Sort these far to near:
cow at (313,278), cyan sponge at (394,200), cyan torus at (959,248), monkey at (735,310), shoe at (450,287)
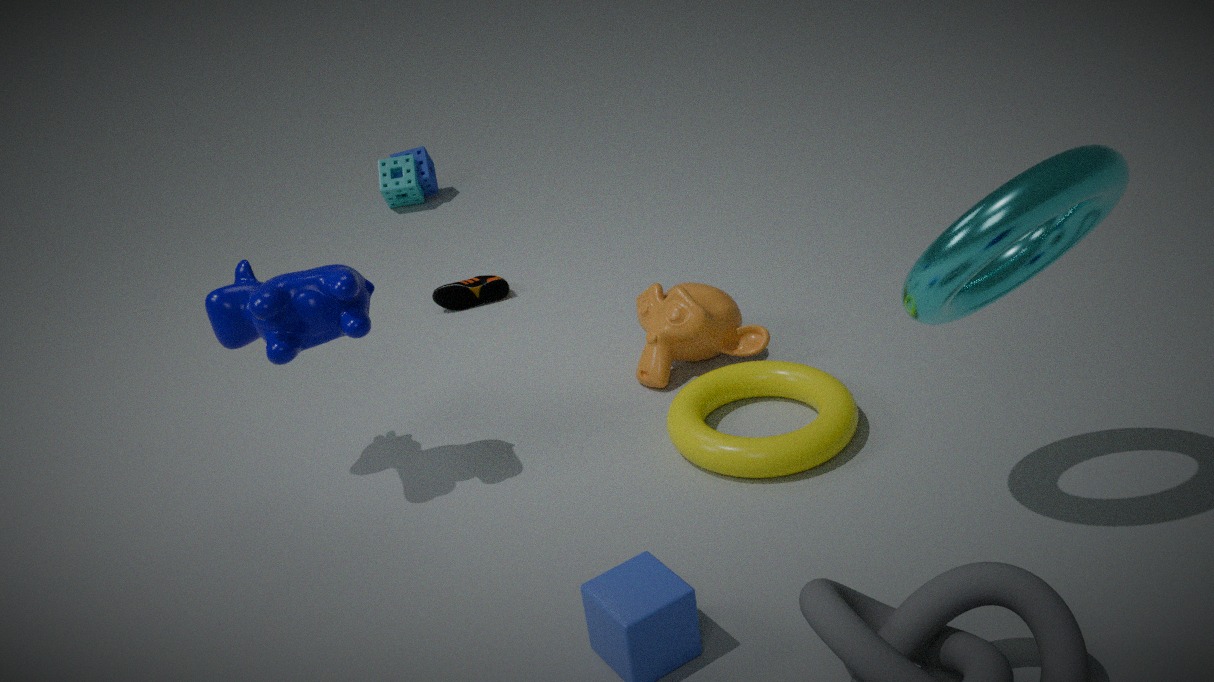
cyan sponge at (394,200), shoe at (450,287), monkey at (735,310), cow at (313,278), cyan torus at (959,248)
